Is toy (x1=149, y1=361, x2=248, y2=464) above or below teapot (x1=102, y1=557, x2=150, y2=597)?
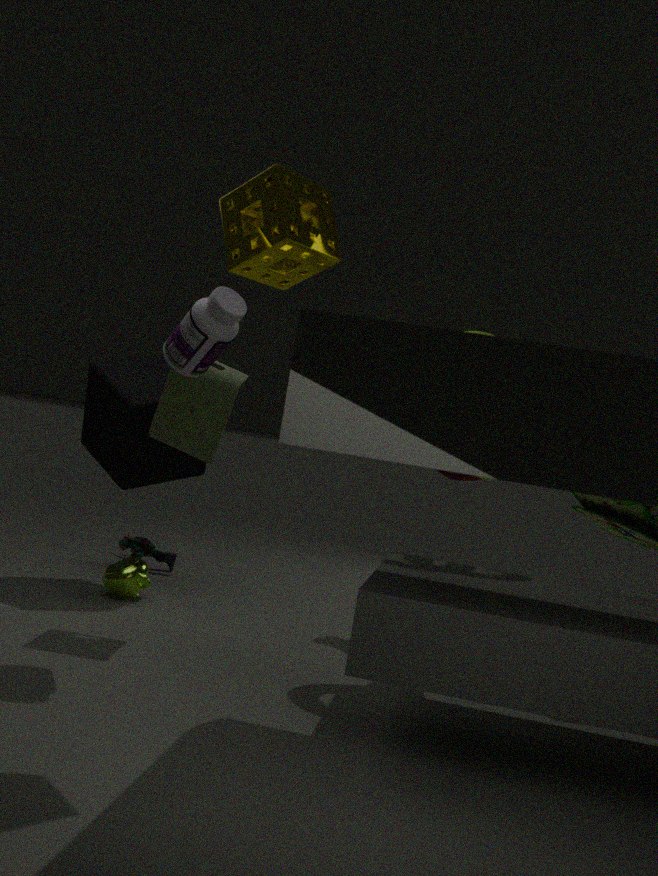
→ above
